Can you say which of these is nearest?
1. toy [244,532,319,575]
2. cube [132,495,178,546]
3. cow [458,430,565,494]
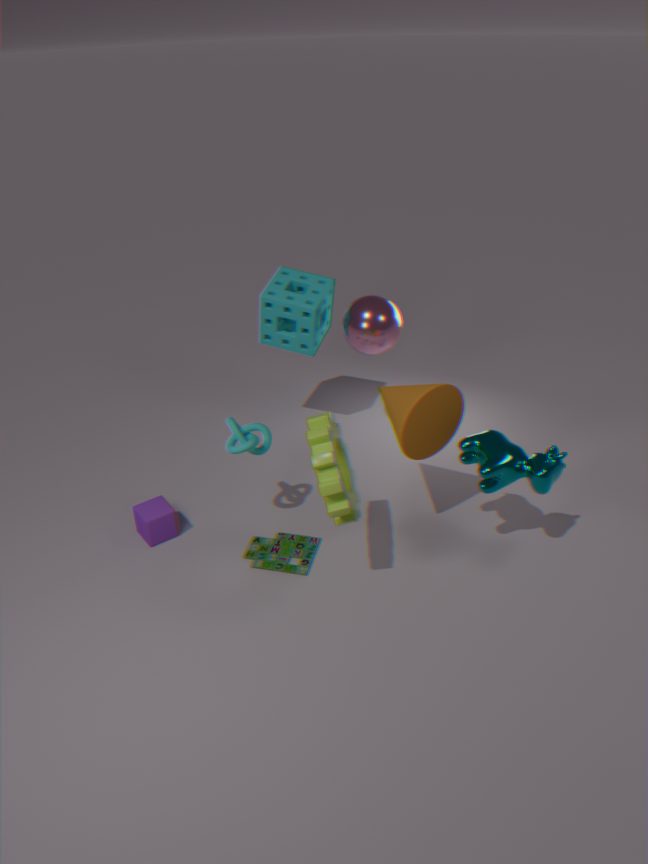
cow [458,430,565,494]
